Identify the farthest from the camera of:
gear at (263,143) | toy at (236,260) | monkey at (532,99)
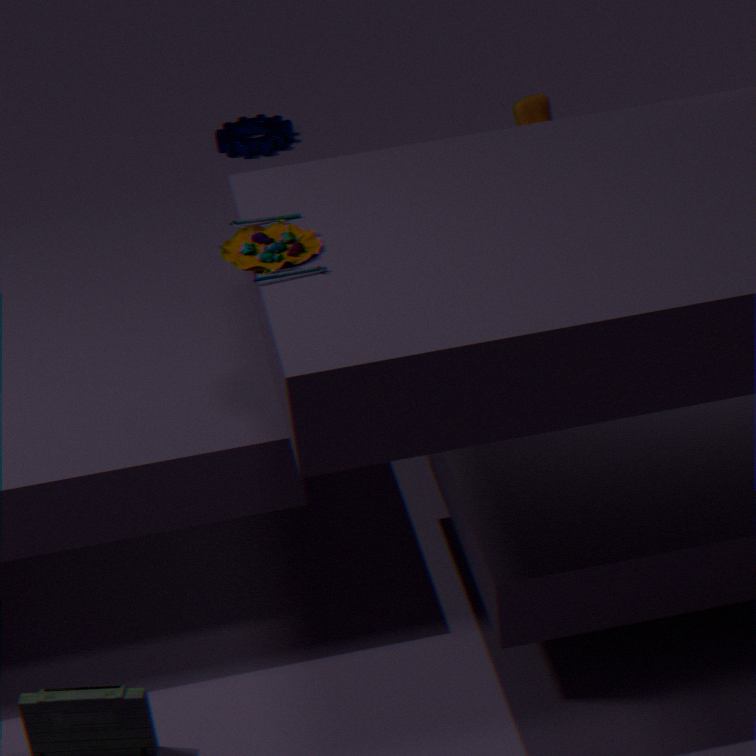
gear at (263,143)
